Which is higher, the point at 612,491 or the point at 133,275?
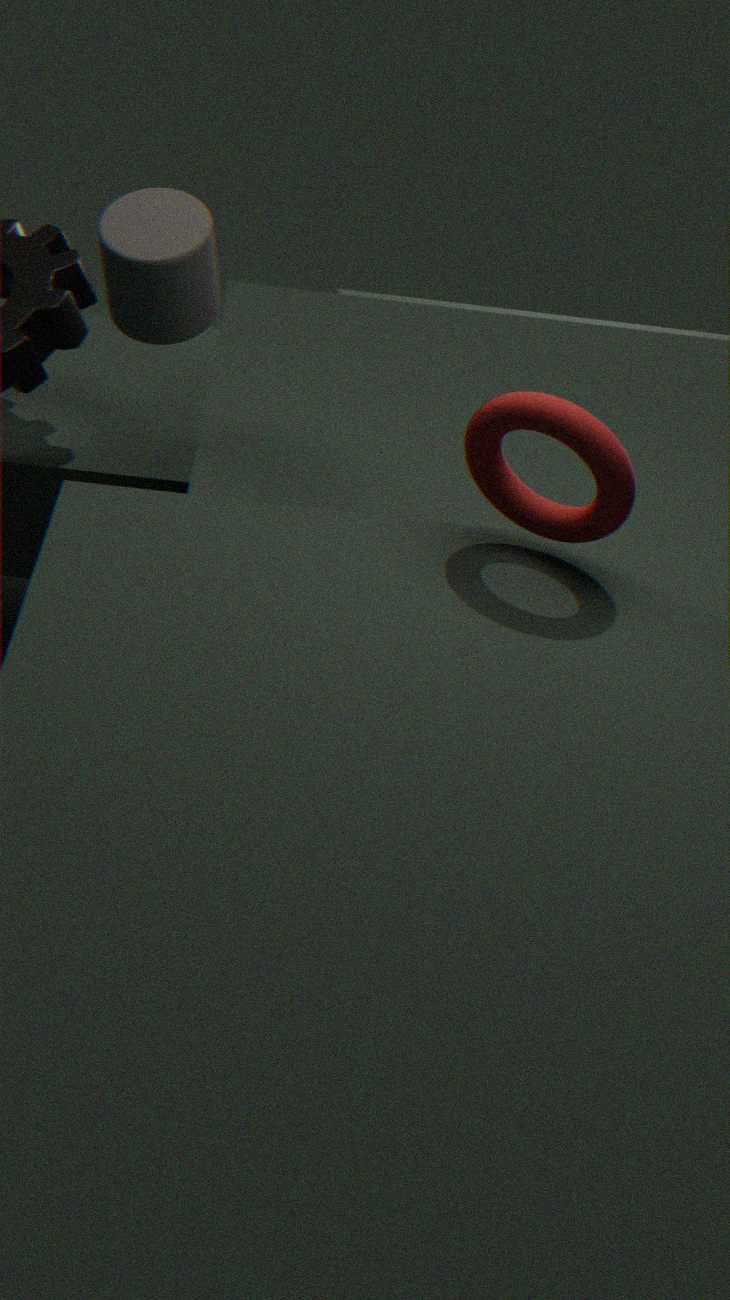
the point at 133,275
